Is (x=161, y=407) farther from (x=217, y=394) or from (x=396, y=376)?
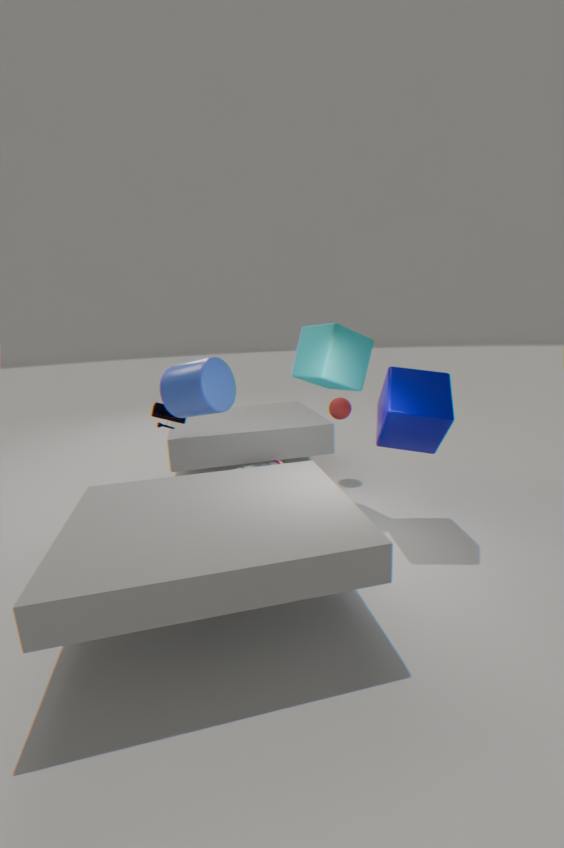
(x=396, y=376)
